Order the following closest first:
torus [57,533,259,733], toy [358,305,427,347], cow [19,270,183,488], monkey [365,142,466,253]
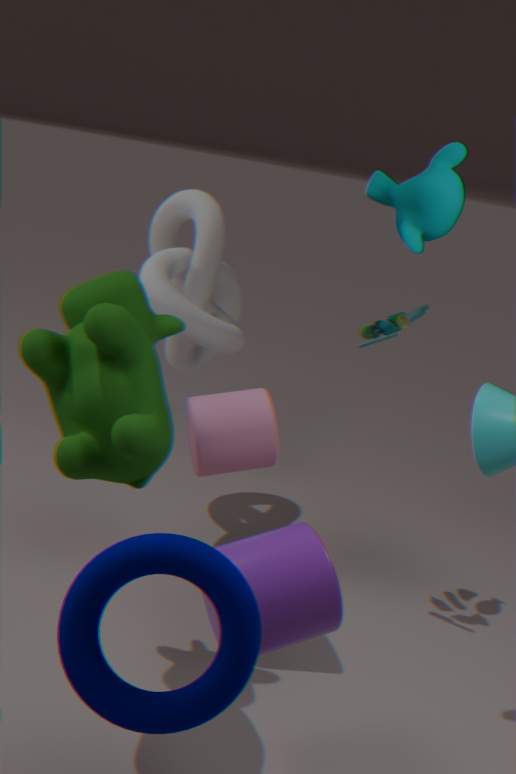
torus [57,533,259,733], cow [19,270,183,488], monkey [365,142,466,253], toy [358,305,427,347]
